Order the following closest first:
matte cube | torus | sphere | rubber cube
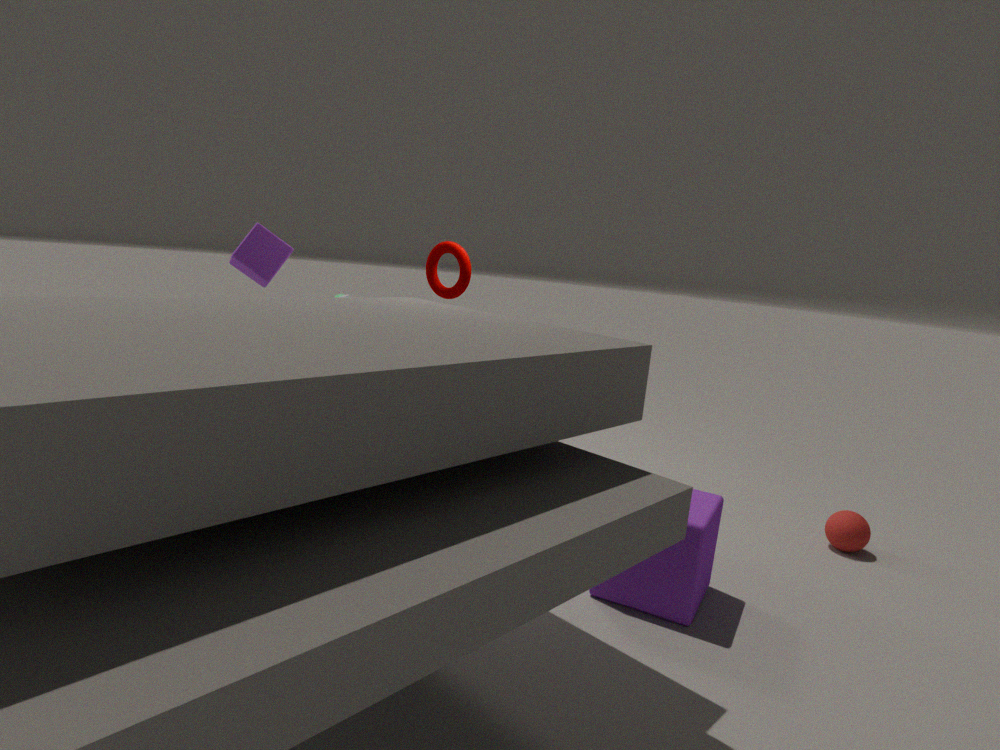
matte cube < rubber cube < sphere < torus
